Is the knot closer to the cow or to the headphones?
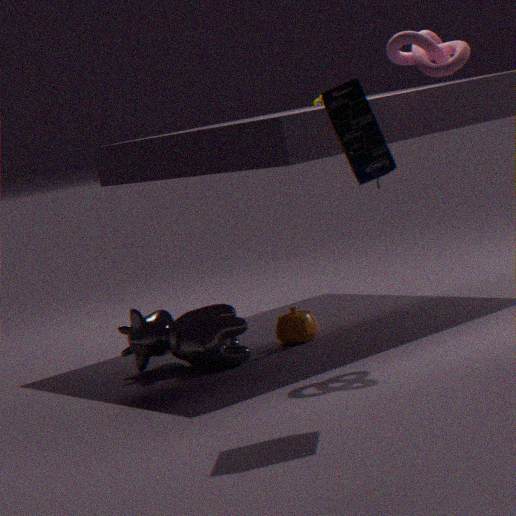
the headphones
